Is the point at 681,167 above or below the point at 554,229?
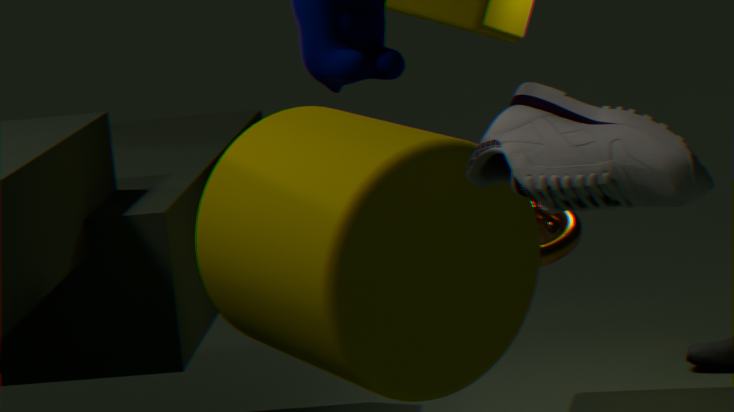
above
